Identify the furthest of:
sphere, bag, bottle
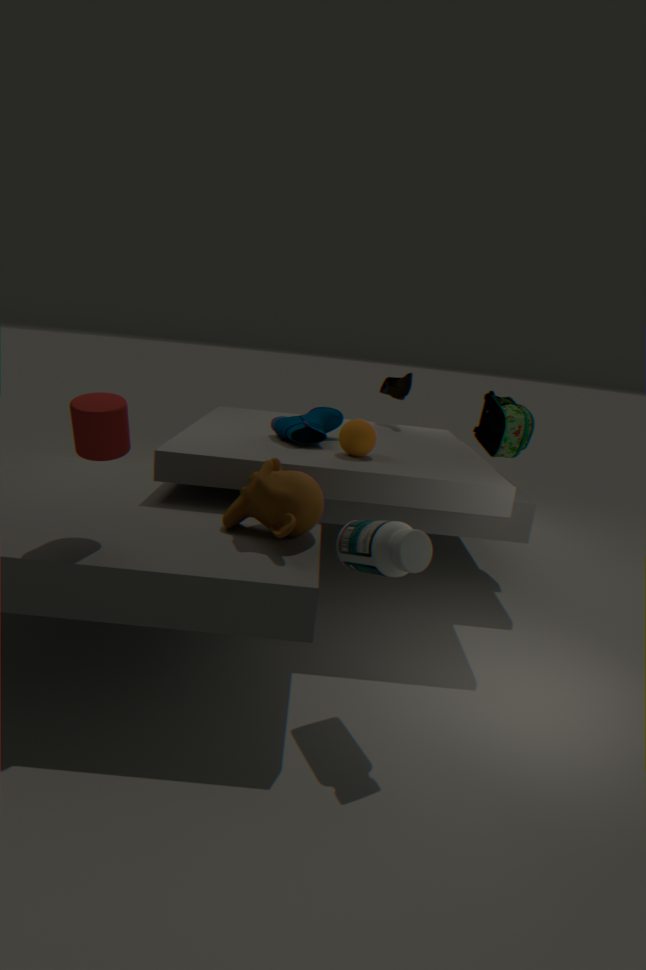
bag
